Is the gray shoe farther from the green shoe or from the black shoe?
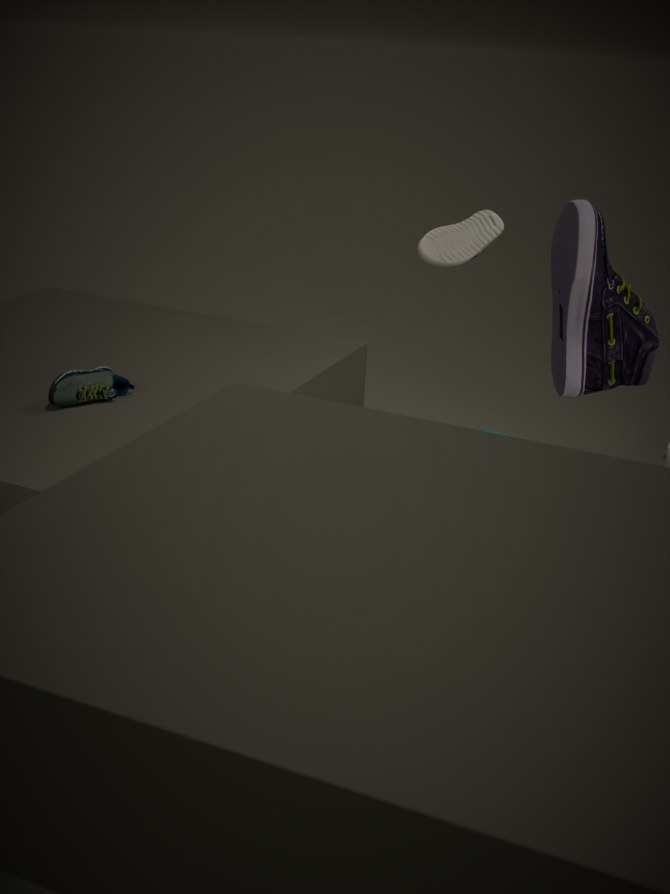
the green shoe
